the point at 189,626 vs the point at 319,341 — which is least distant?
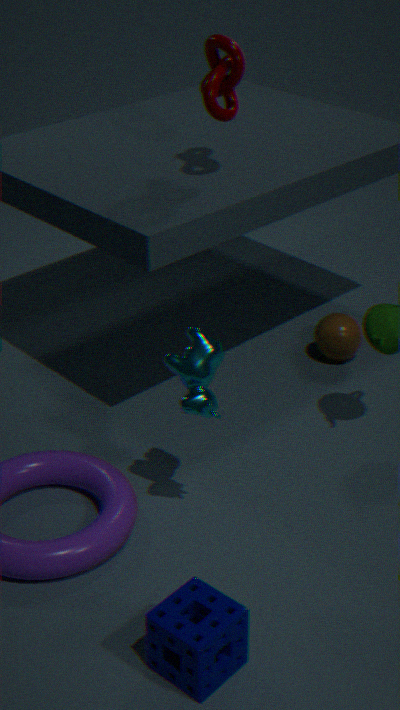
the point at 189,626
